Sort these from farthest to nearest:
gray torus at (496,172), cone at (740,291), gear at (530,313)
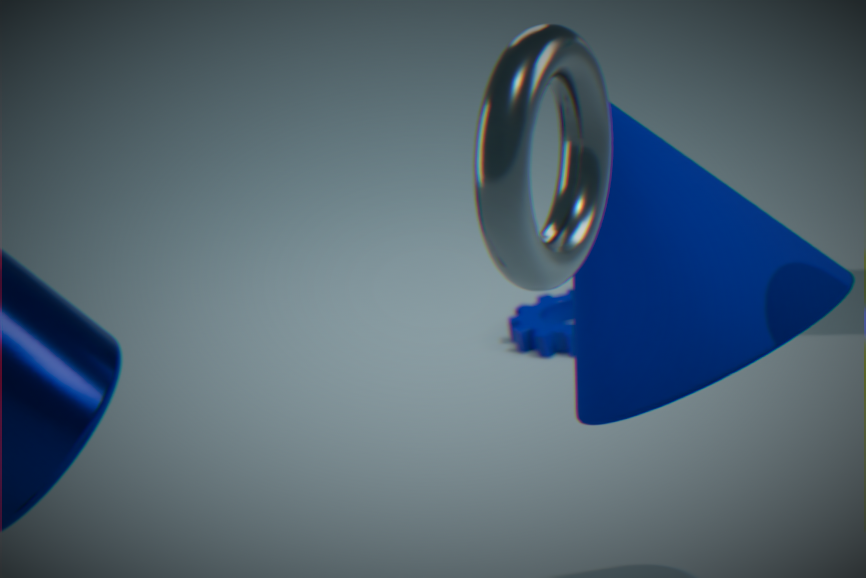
gear at (530,313)
cone at (740,291)
gray torus at (496,172)
